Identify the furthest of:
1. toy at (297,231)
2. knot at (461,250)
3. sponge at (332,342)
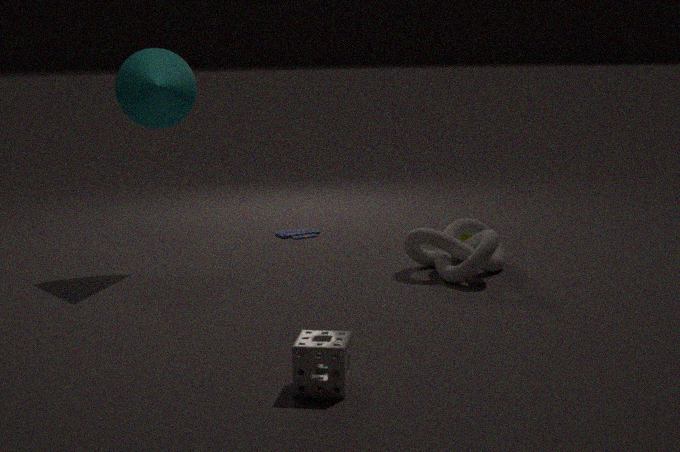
toy at (297,231)
